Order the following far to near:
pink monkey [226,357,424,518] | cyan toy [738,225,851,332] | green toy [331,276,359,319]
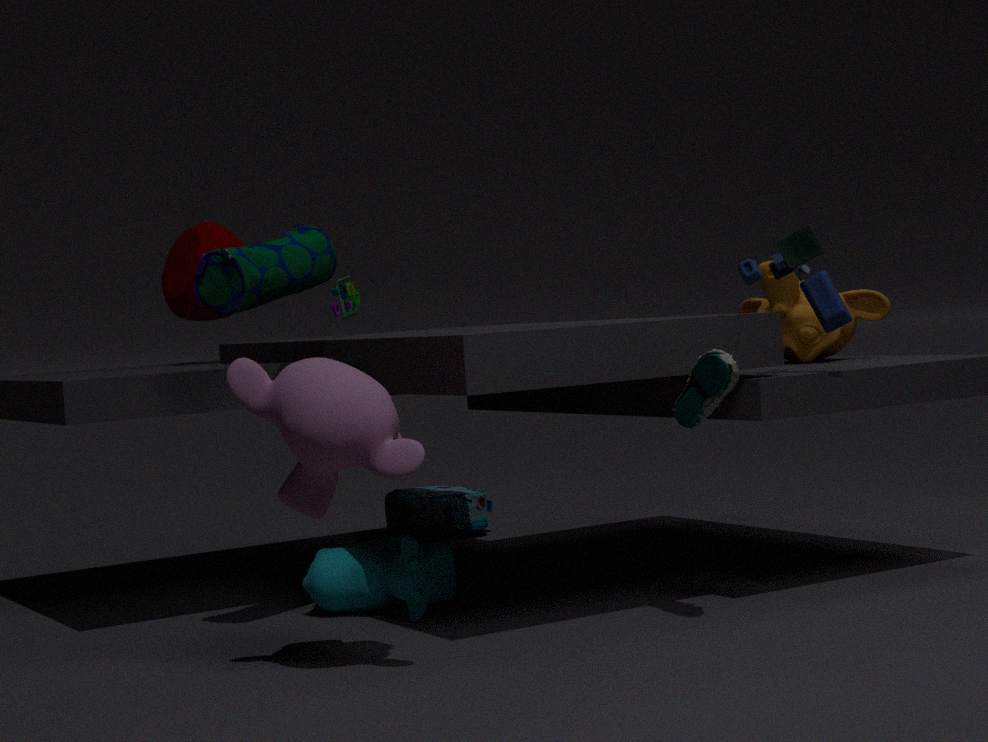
green toy [331,276,359,319] → cyan toy [738,225,851,332] → pink monkey [226,357,424,518]
